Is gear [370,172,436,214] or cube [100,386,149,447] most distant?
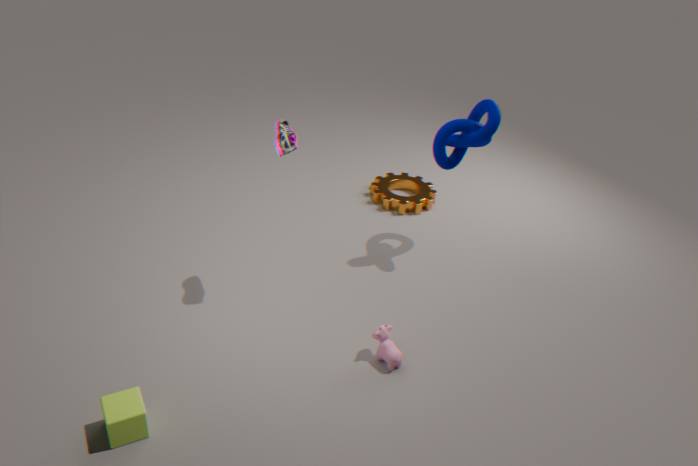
gear [370,172,436,214]
